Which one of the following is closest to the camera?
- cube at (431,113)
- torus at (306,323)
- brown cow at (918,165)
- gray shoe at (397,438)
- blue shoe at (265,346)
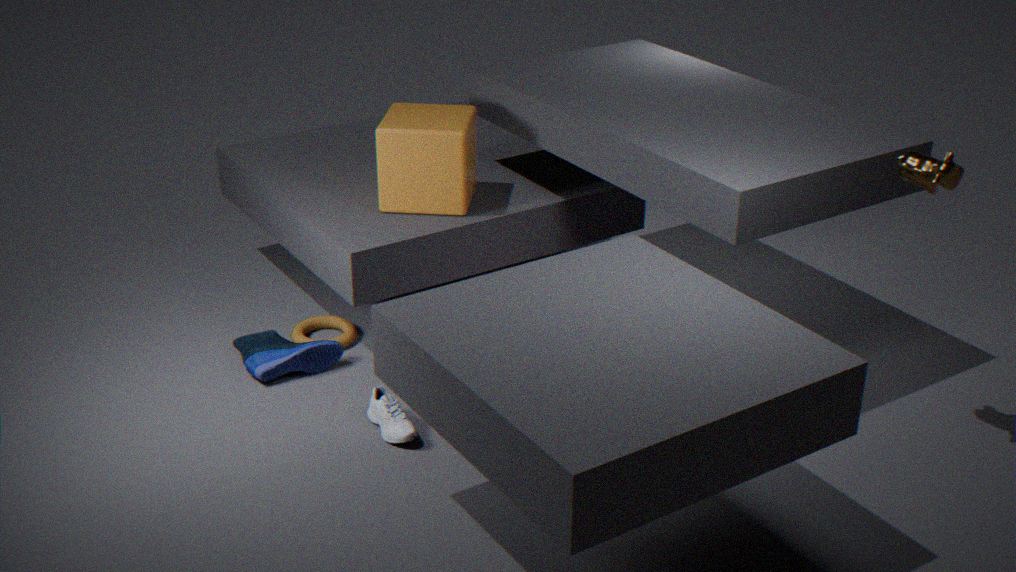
brown cow at (918,165)
